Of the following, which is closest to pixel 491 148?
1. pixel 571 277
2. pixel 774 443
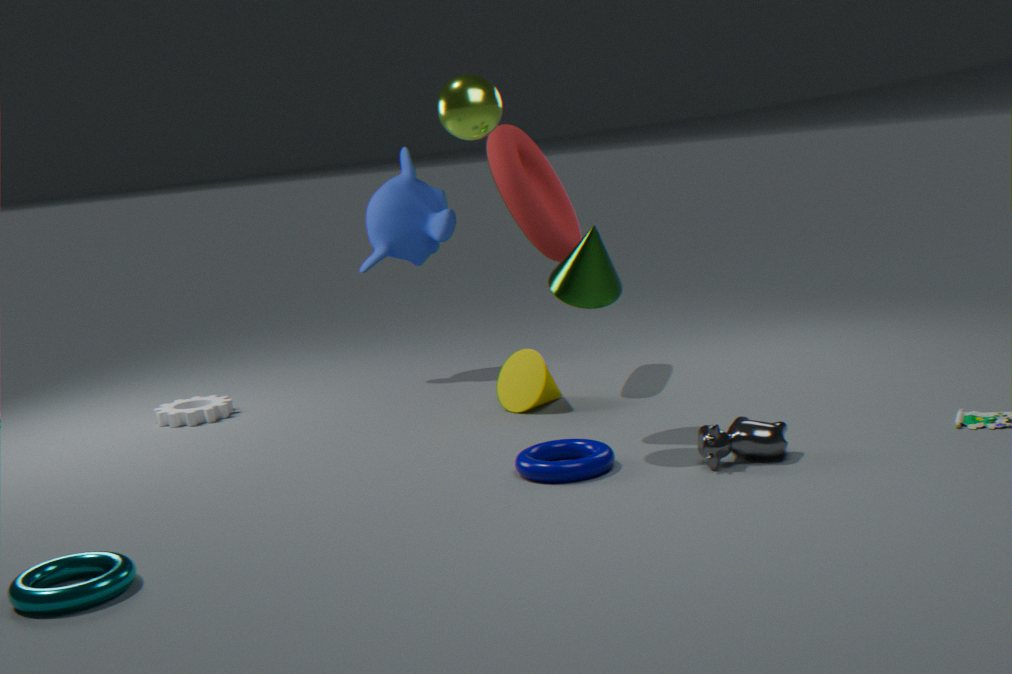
pixel 571 277
